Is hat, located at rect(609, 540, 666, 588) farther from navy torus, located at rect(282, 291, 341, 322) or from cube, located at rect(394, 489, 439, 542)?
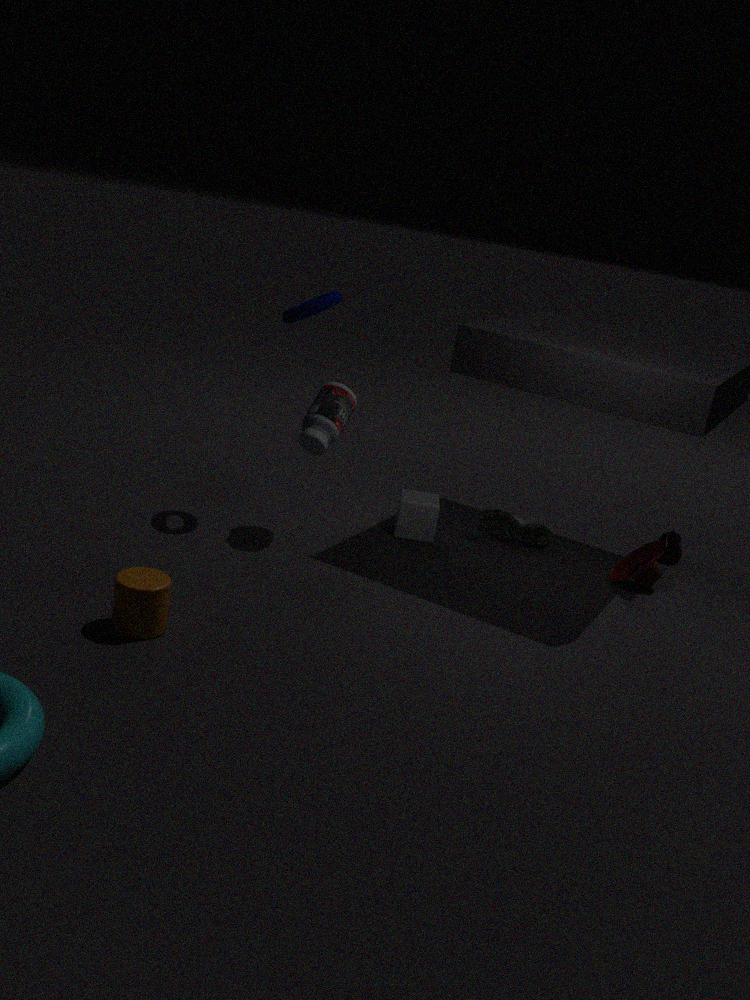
navy torus, located at rect(282, 291, 341, 322)
